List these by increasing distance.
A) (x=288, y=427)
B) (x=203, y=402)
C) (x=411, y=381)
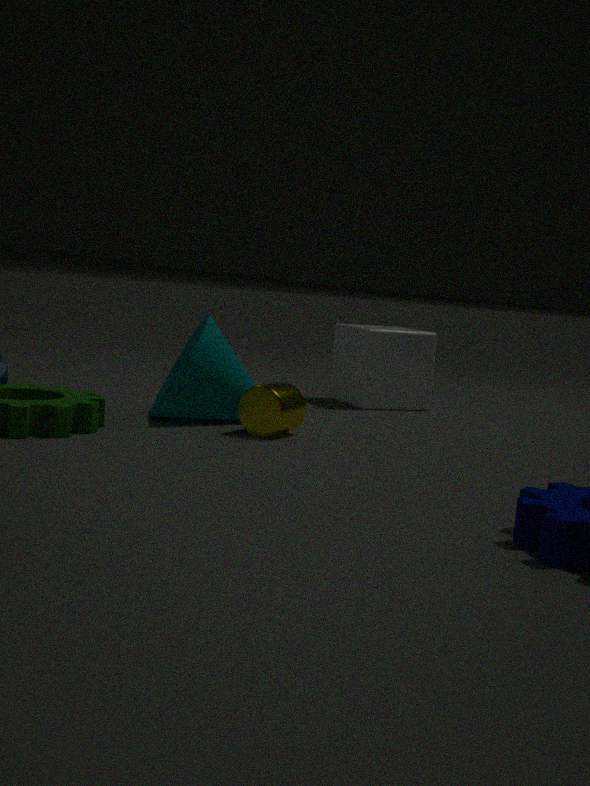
(x=288, y=427)
(x=203, y=402)
(x=411, y=381)
